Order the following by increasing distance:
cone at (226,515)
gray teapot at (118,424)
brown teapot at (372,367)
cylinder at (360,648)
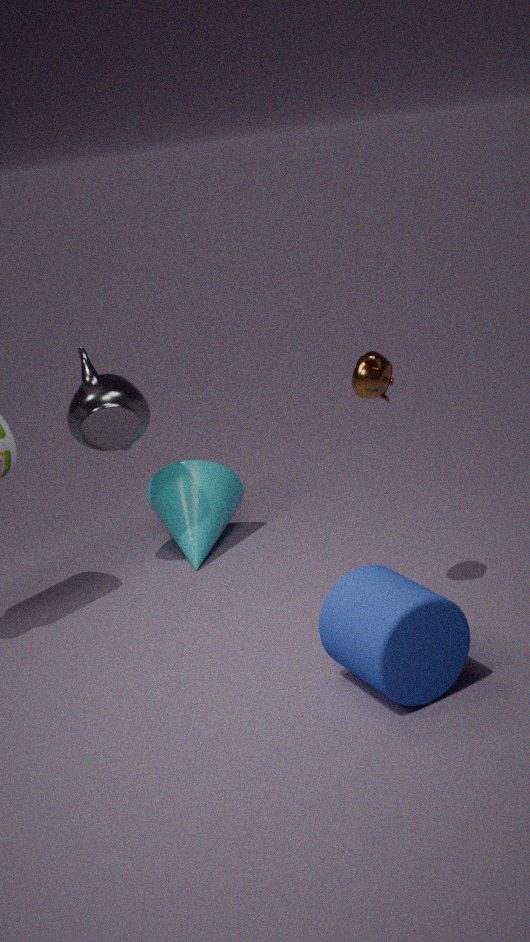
cylinder at (360,648) → brown teapot at (372,367) → gray teapot at (118,424) → cone at (226,515)
